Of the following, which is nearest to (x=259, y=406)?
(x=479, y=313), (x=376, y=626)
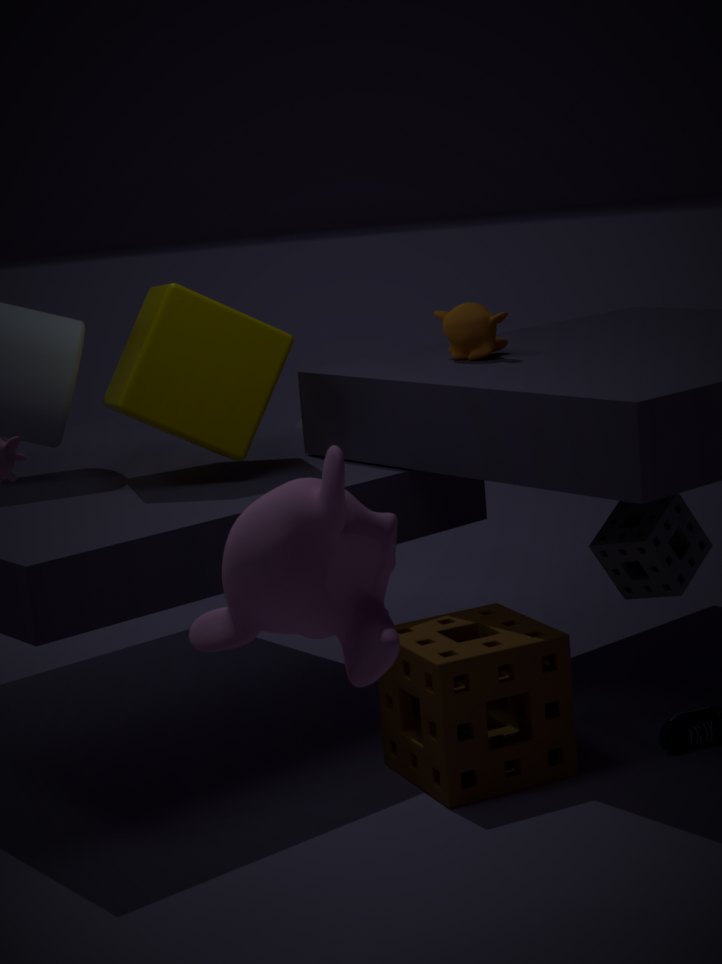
(x=479, y=313)
